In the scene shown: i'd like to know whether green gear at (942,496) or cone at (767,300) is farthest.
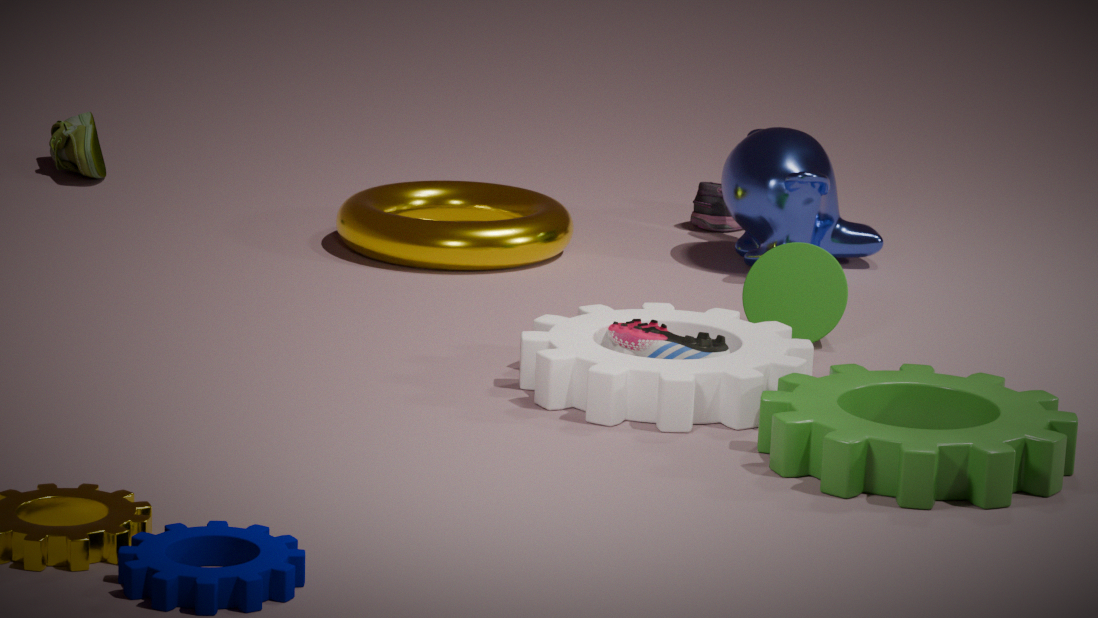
cone at (767,300)
